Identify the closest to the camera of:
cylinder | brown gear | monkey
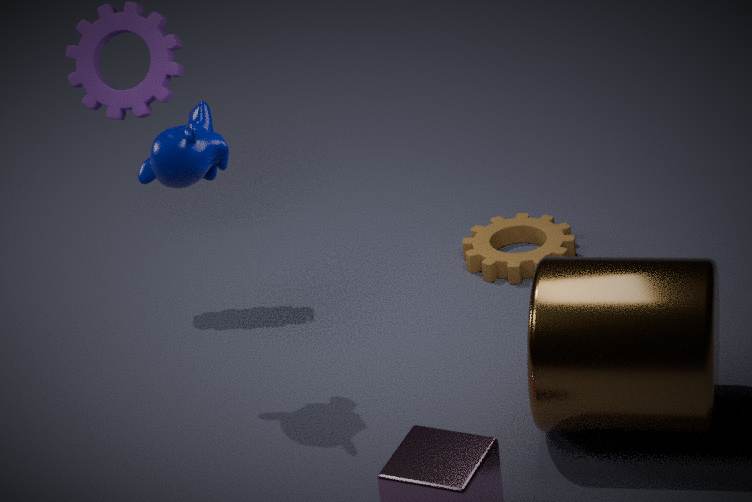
cylinder
